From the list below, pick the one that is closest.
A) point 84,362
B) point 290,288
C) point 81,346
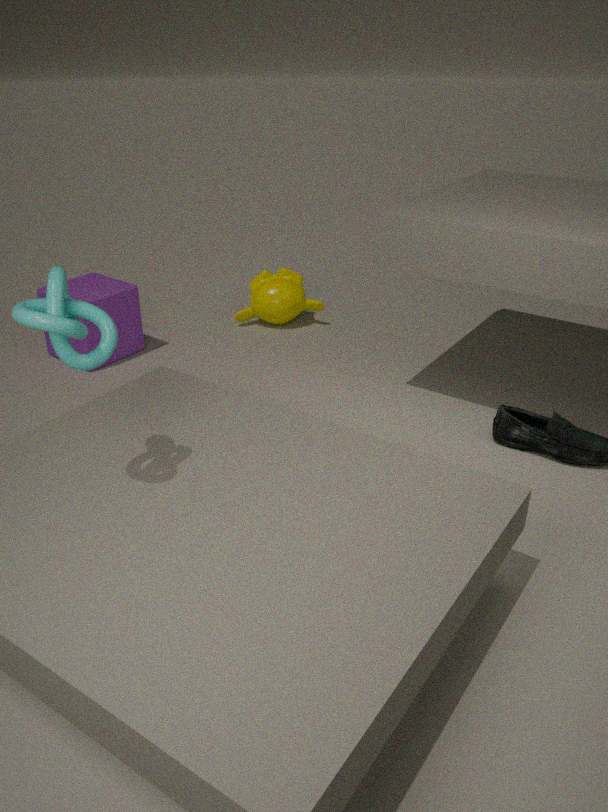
point 84,362
